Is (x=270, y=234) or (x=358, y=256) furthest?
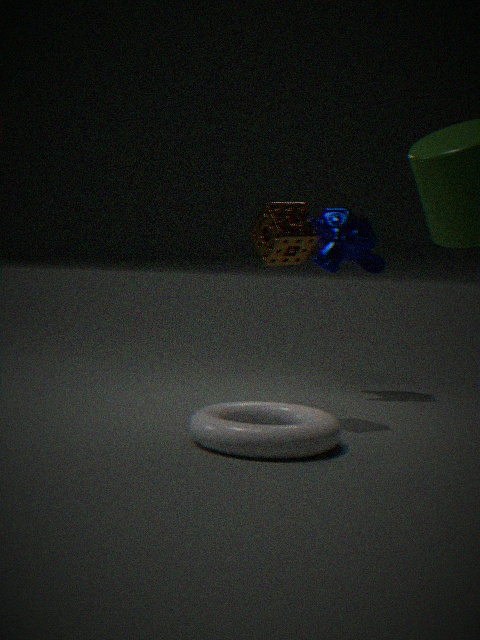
(x=358, y=256)
